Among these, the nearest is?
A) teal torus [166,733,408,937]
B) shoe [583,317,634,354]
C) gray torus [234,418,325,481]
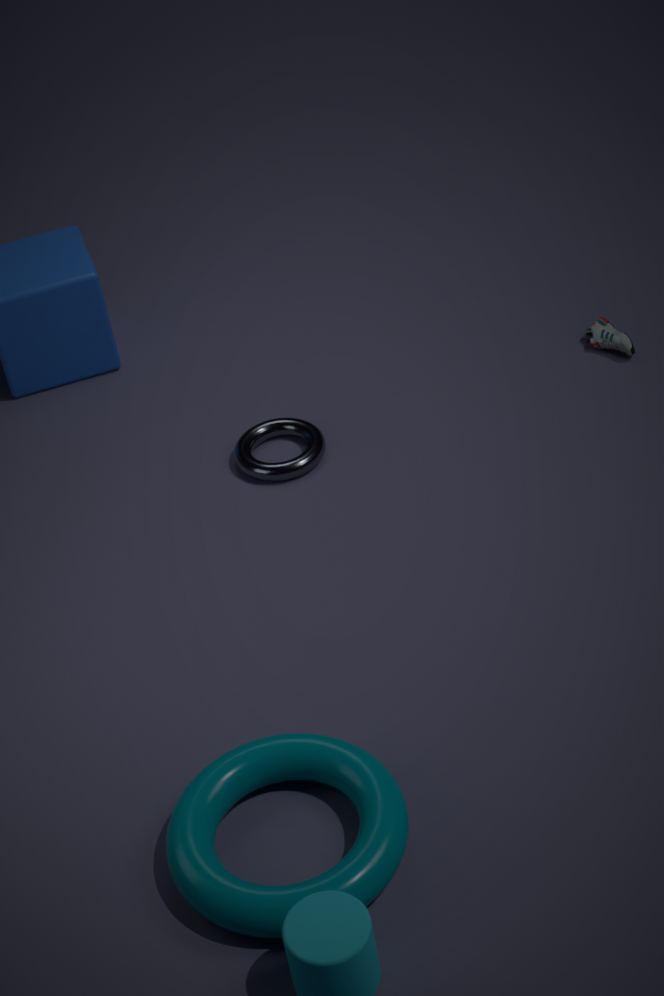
teal torus [166,733,408,937]
